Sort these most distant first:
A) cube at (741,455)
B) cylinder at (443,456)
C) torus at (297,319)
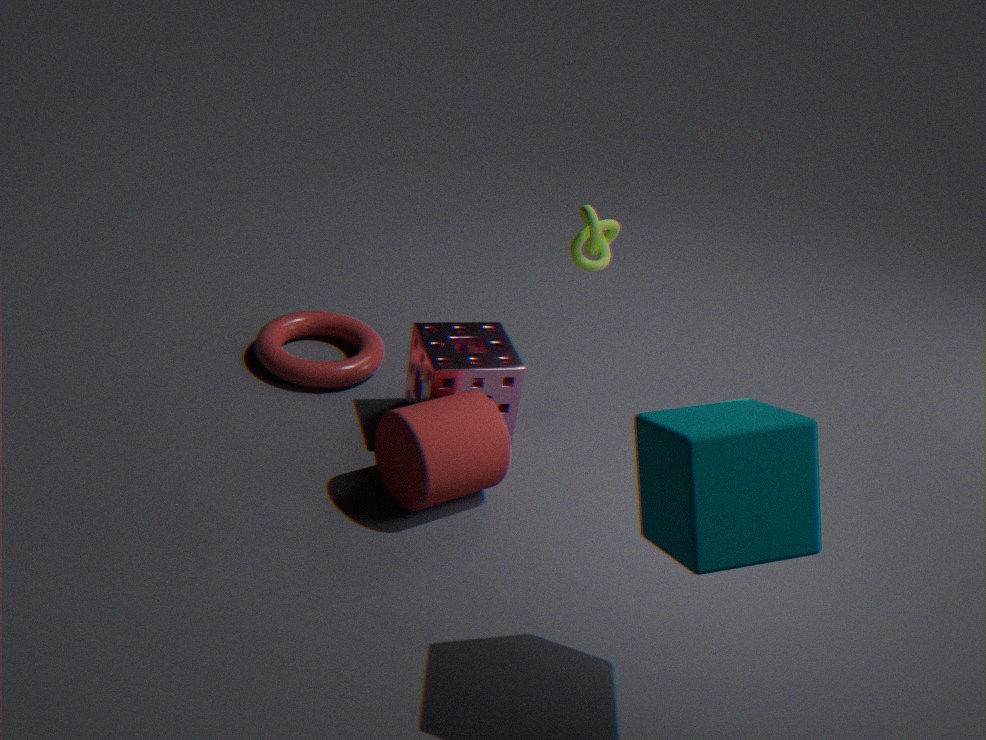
torus at (297,319) < cylinder at (443,456) < cube at (741,455)
